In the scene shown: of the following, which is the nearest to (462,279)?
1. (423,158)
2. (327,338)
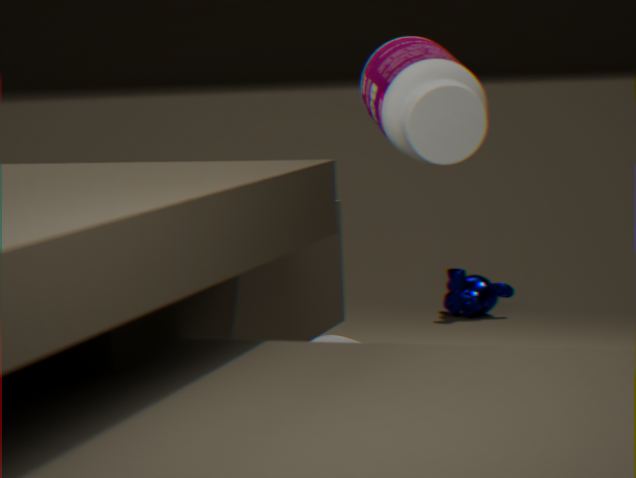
(327,338)
